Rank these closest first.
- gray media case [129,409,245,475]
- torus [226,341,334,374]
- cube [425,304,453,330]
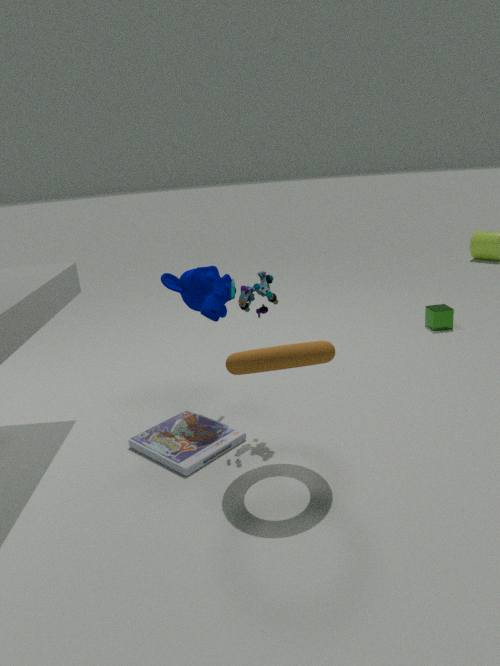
torus [226,341,334,374] < gray media case [129,409,245,475] < cube [425,304,453,330]
